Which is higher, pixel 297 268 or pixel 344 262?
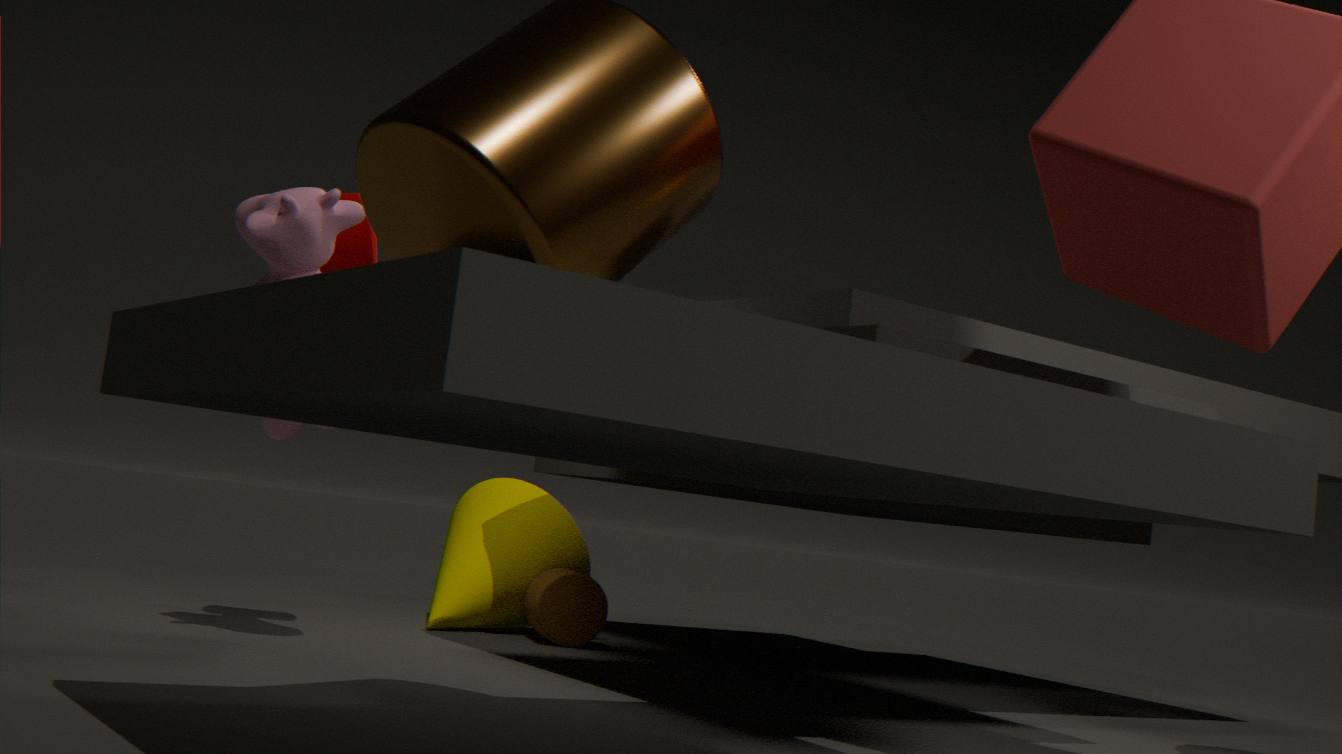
pixel 344 262
